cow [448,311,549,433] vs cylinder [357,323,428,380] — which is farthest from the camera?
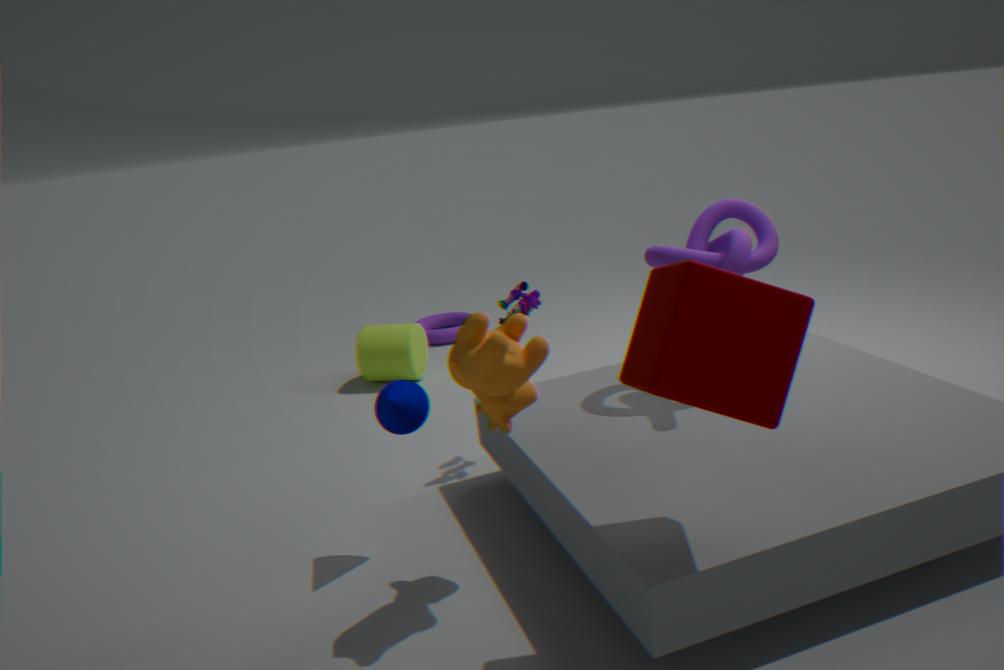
cylinder [357,323,428,380]
